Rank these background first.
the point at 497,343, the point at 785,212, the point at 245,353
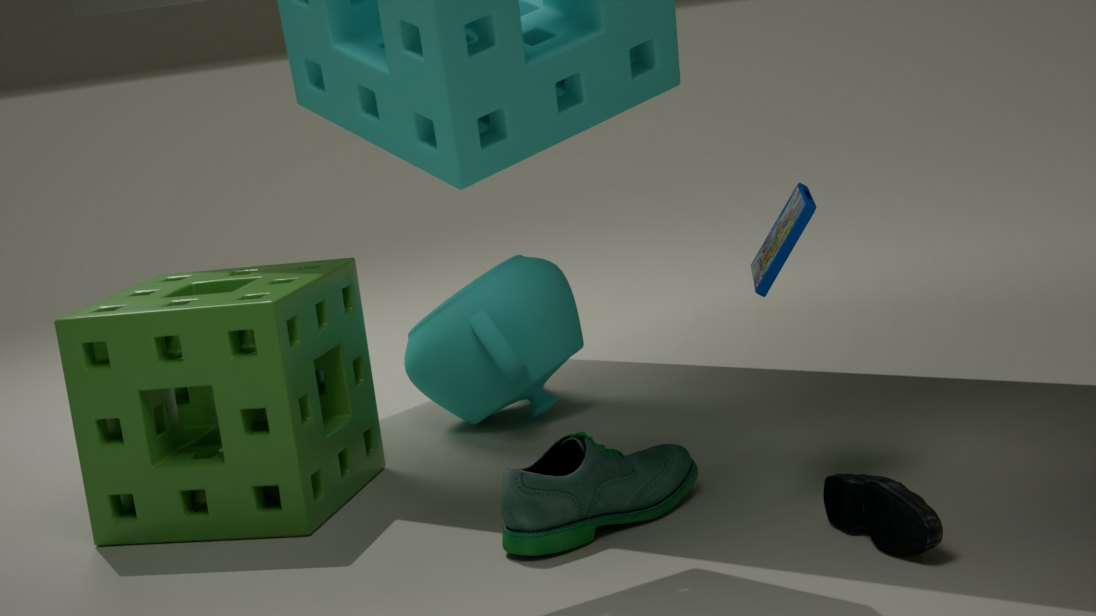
the point at 497,343 → the point at 245,353 → the point at 785,212
